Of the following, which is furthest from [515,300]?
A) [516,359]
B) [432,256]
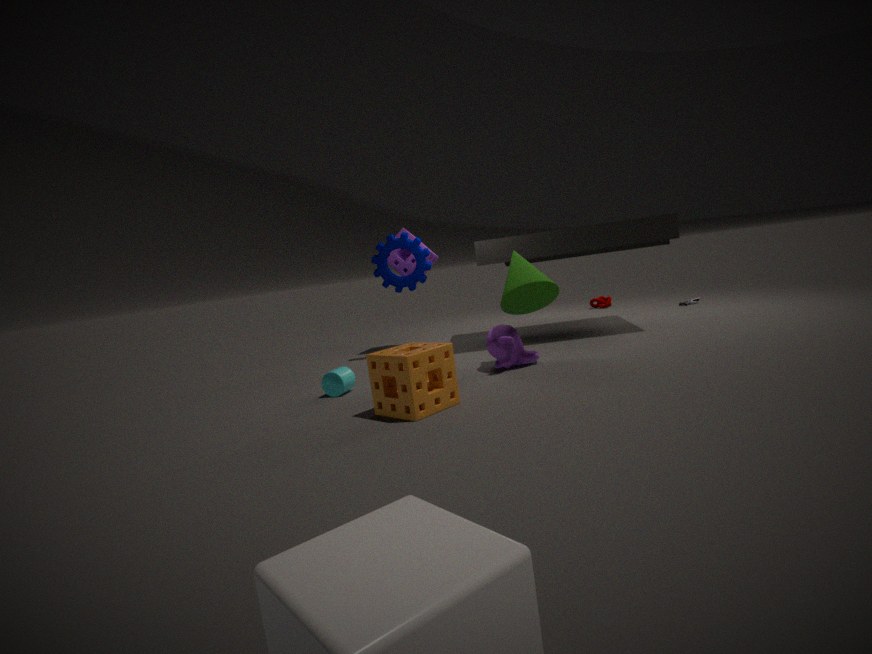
[432,256]
